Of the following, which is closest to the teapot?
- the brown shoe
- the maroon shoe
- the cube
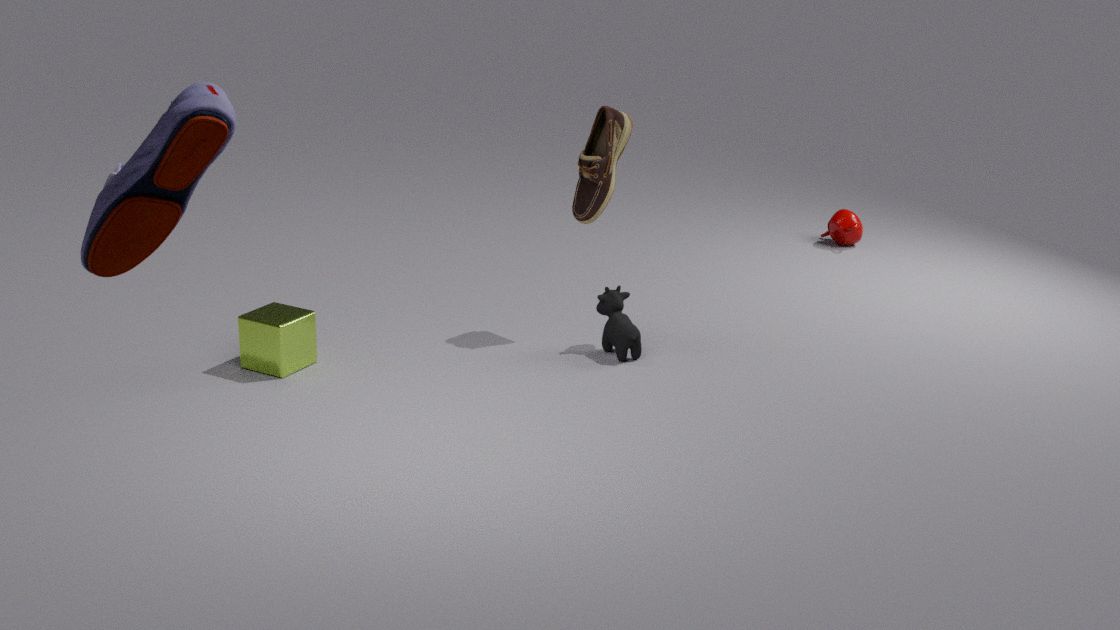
the brown shoe
